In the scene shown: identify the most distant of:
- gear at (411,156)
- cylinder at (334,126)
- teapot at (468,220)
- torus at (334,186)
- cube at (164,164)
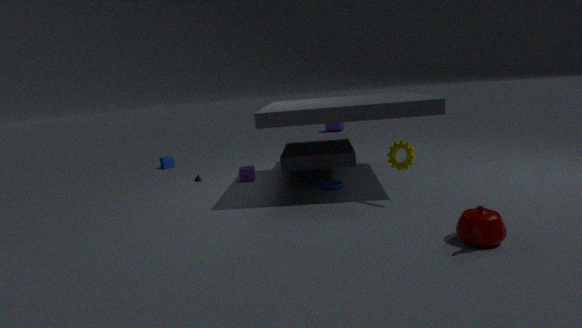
cylinder at (334,126)
